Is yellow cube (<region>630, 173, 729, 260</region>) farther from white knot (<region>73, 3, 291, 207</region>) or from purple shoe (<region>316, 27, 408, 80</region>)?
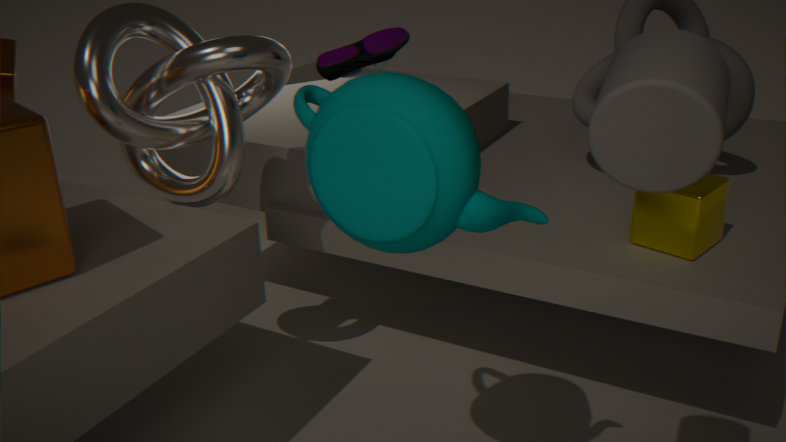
white knot (<region>73, 3, 291, 207</region>)
